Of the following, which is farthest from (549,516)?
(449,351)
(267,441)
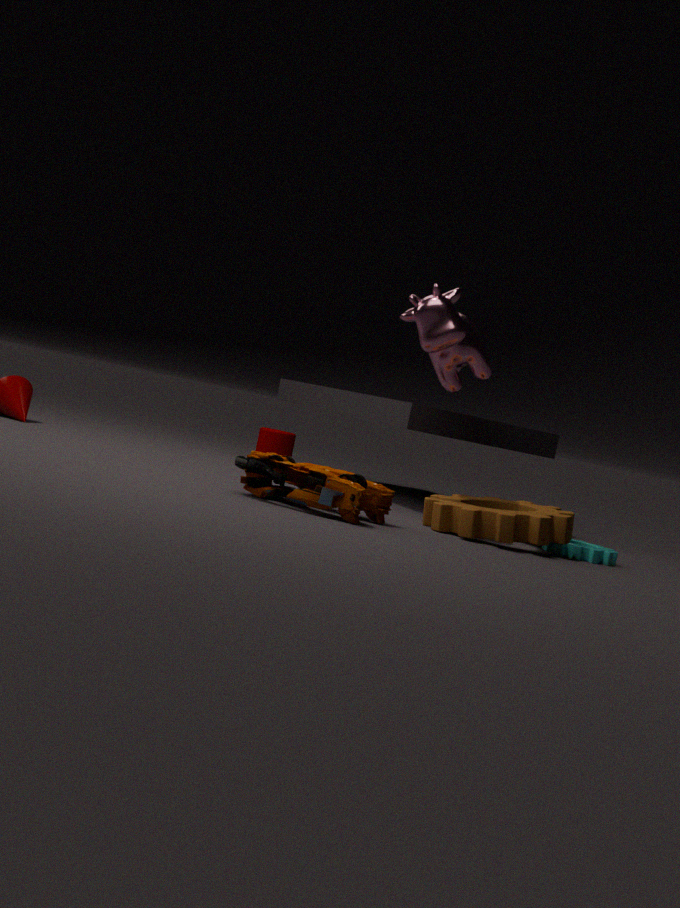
(267,441)
